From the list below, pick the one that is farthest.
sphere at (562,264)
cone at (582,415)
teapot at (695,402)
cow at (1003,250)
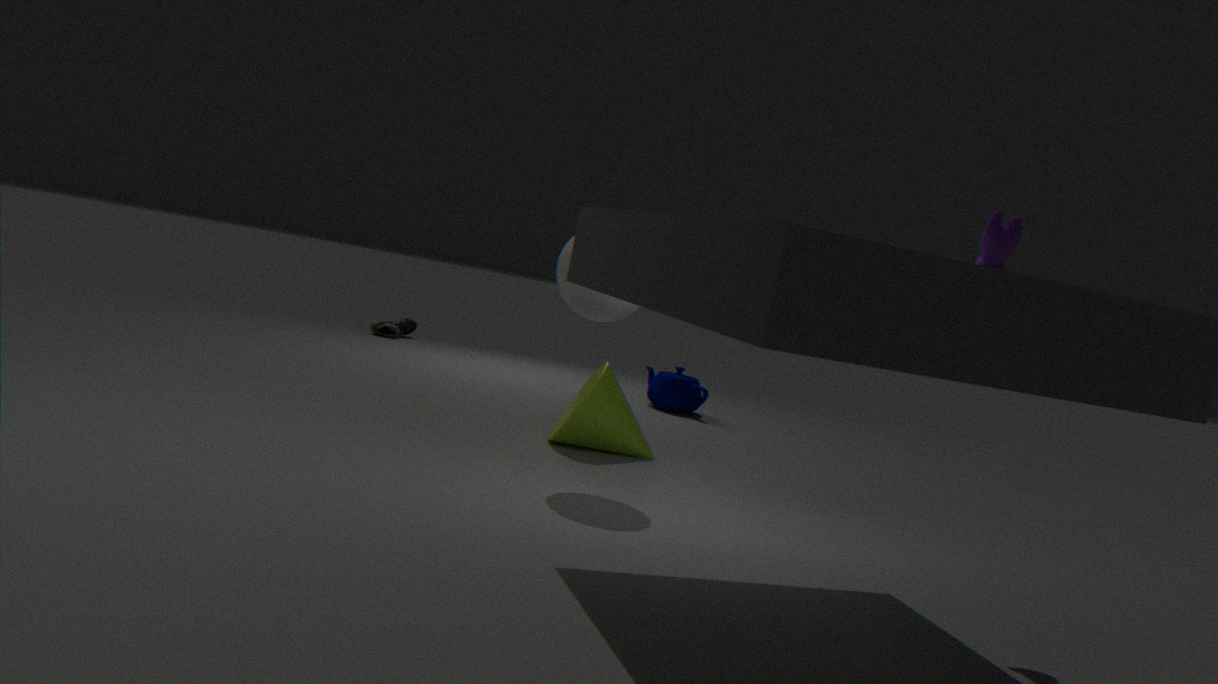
teapot at (695,402)
